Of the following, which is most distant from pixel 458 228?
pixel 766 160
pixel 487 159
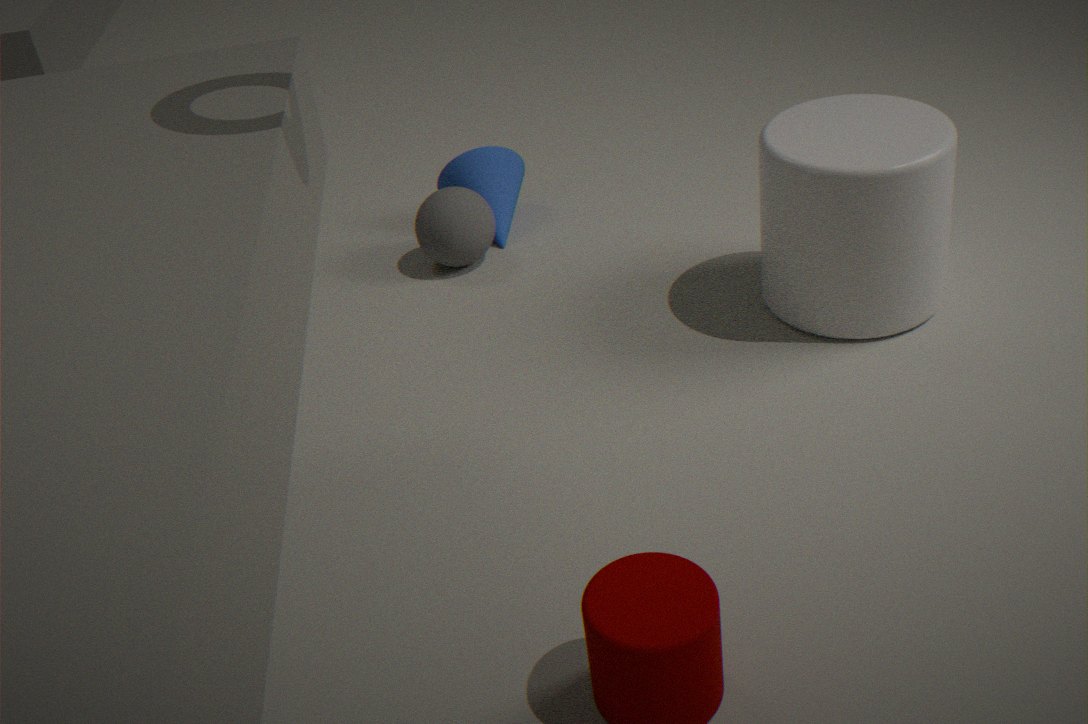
pixel 766 160
